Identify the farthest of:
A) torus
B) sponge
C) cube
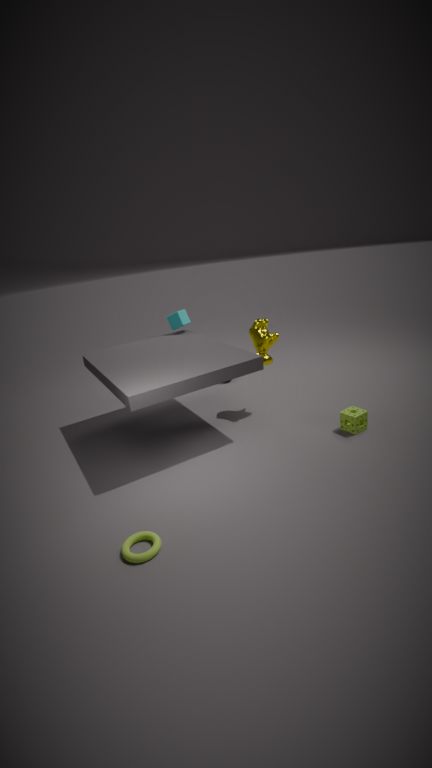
cube
